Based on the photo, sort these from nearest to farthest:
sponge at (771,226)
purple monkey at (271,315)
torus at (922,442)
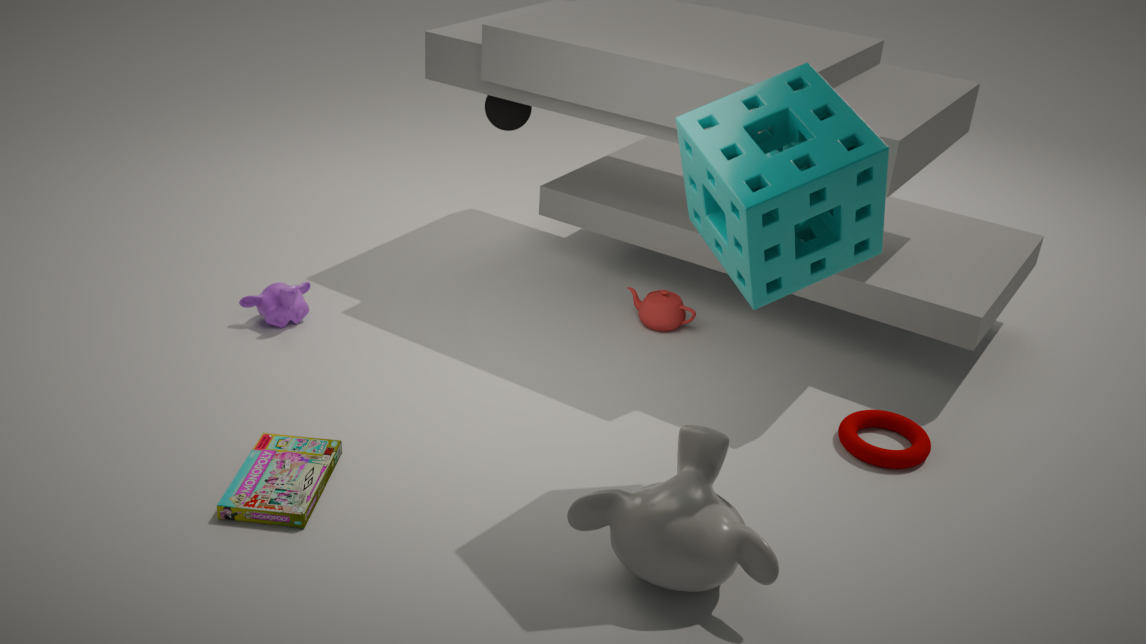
sponge at (771,226) < torus at (922,442) < purple monkey at (271,315)
